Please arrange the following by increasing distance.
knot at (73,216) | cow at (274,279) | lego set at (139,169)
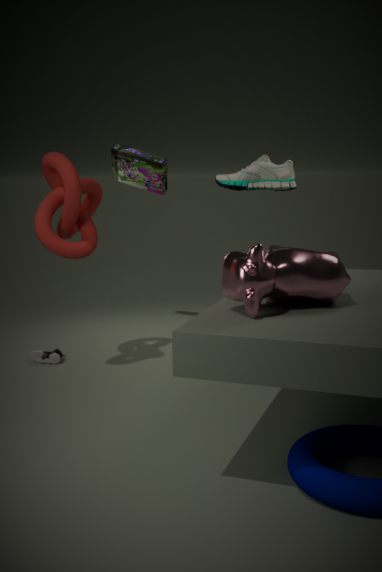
cow at (274,279), knot at (73,216), lego set at (139,169)
